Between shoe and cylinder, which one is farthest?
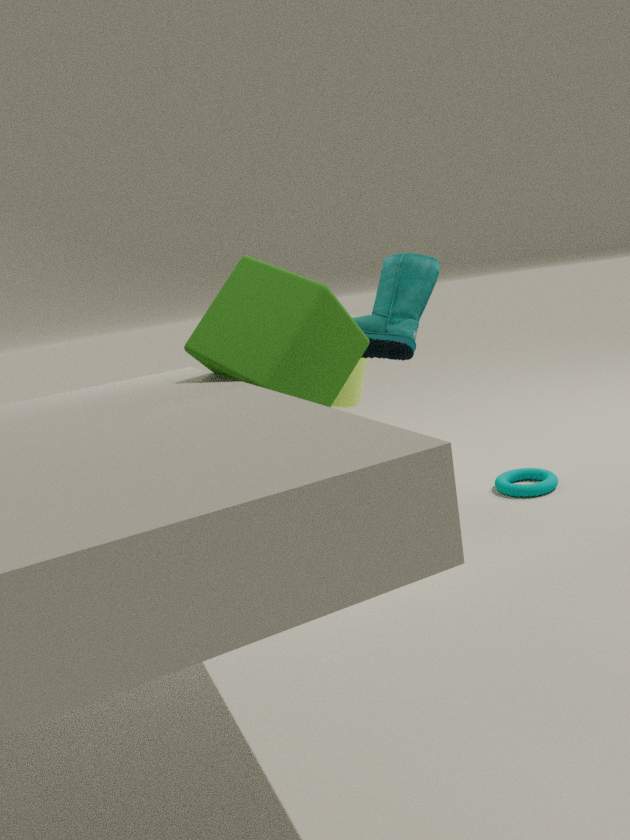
cylinder
